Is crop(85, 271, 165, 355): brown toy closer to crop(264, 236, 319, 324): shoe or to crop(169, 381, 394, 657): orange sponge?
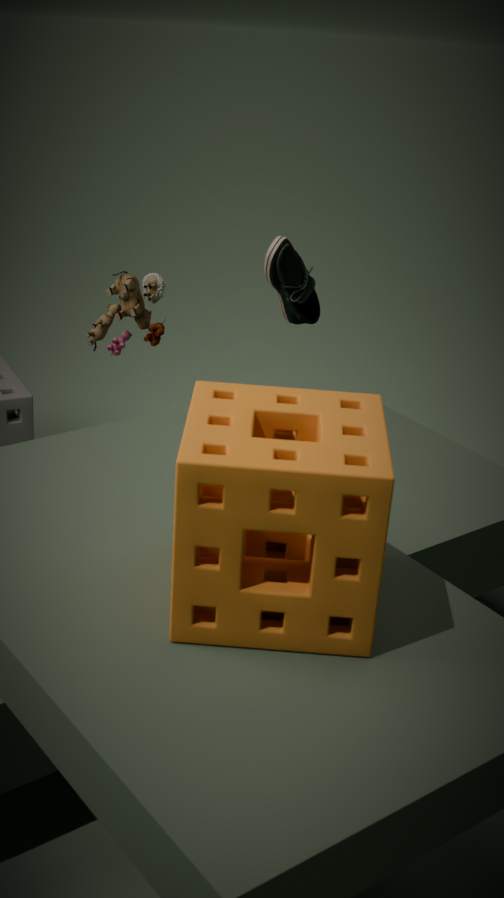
crop(264, 236, 319, 324): shoe
